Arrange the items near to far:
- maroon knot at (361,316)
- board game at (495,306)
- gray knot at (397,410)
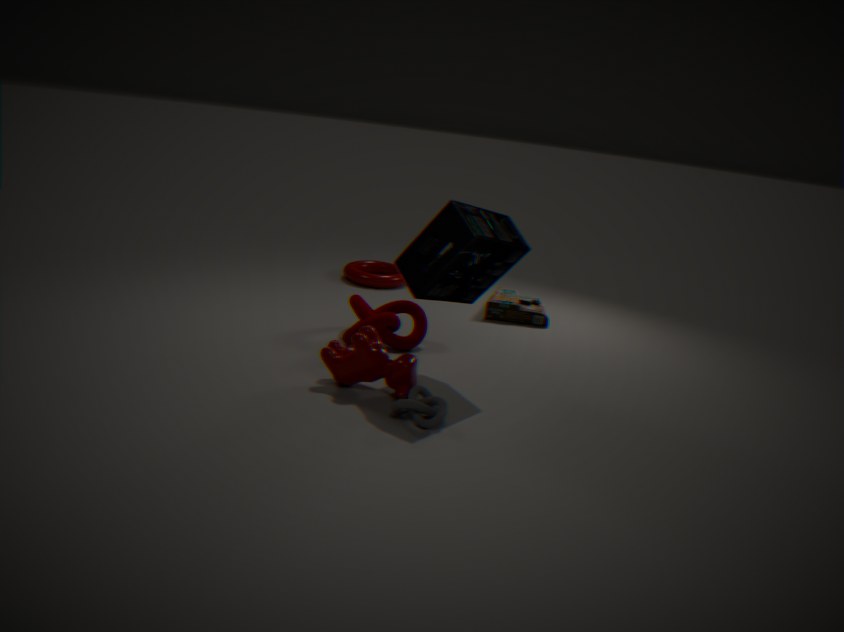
gray knot at (397,410) < maroon knot at (361,316) < board game at (495,306)
